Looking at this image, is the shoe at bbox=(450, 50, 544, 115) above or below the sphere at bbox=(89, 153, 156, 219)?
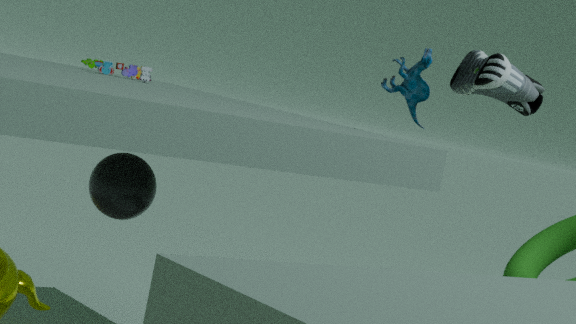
above
